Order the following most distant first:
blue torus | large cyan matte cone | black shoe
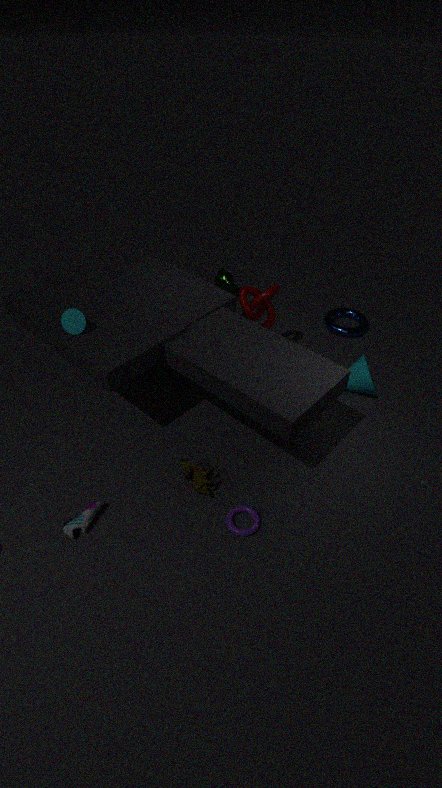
blue torus < large cyan matte cone < black shoe
